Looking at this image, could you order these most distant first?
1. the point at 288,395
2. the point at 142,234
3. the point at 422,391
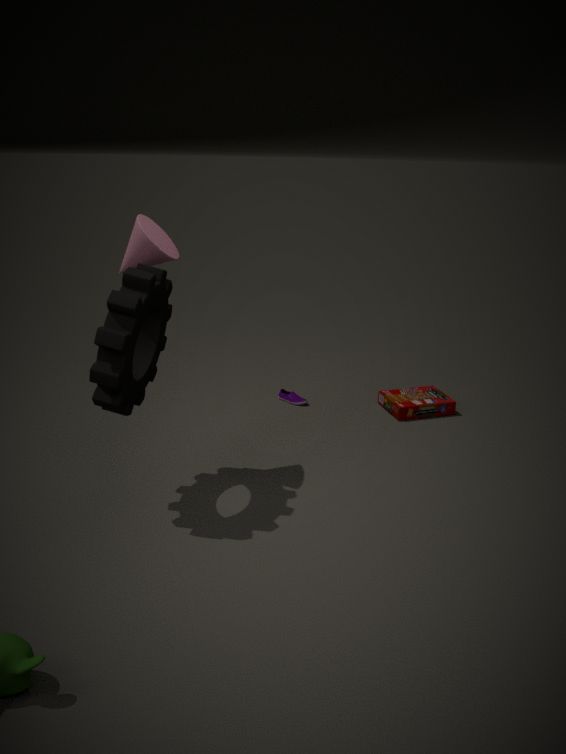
the point at 422,391
the point at 288,395
the point at 142,234
